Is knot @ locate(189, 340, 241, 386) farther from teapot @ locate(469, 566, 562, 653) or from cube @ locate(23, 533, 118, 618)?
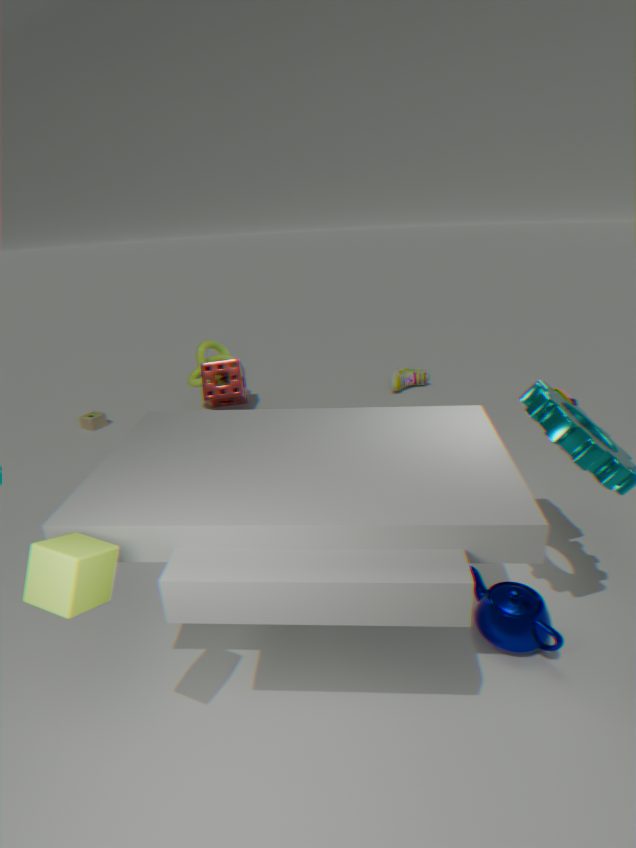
cube @ locate(23, 533, 118, 618)
